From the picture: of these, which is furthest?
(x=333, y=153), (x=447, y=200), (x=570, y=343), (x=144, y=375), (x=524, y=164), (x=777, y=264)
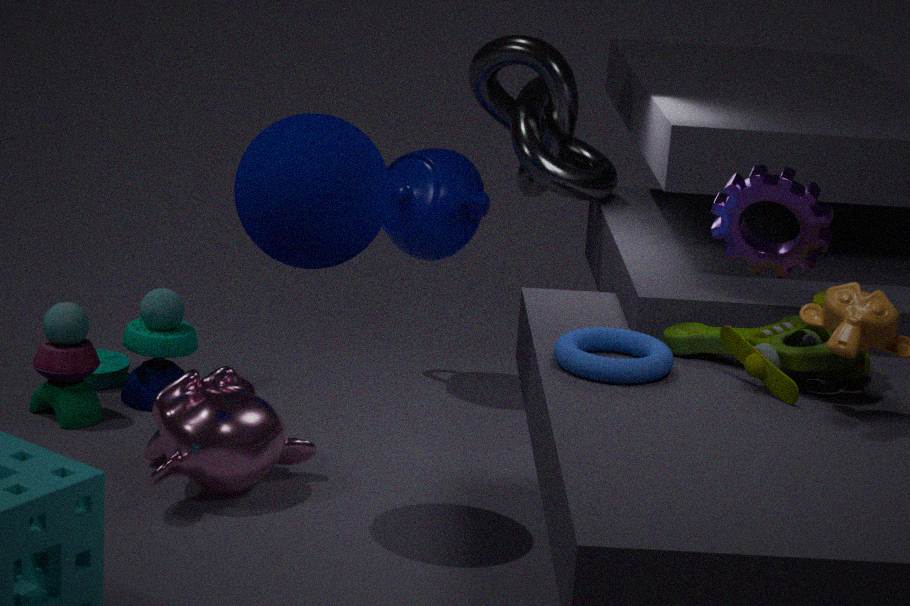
(x=447, y=200)
